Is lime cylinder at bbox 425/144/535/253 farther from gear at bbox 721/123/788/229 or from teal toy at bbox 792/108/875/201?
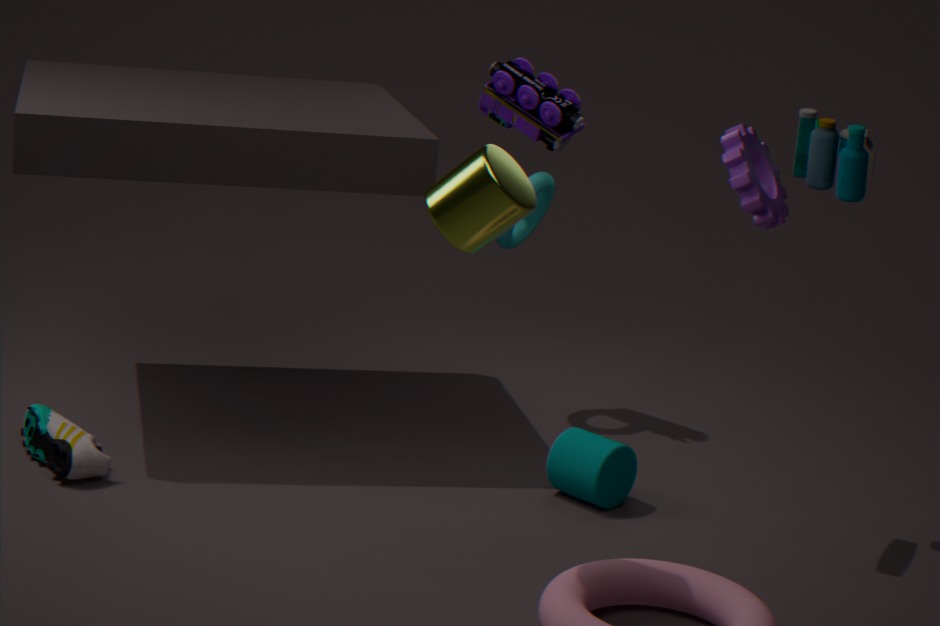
teal toy at bbox 792/108/875/201
